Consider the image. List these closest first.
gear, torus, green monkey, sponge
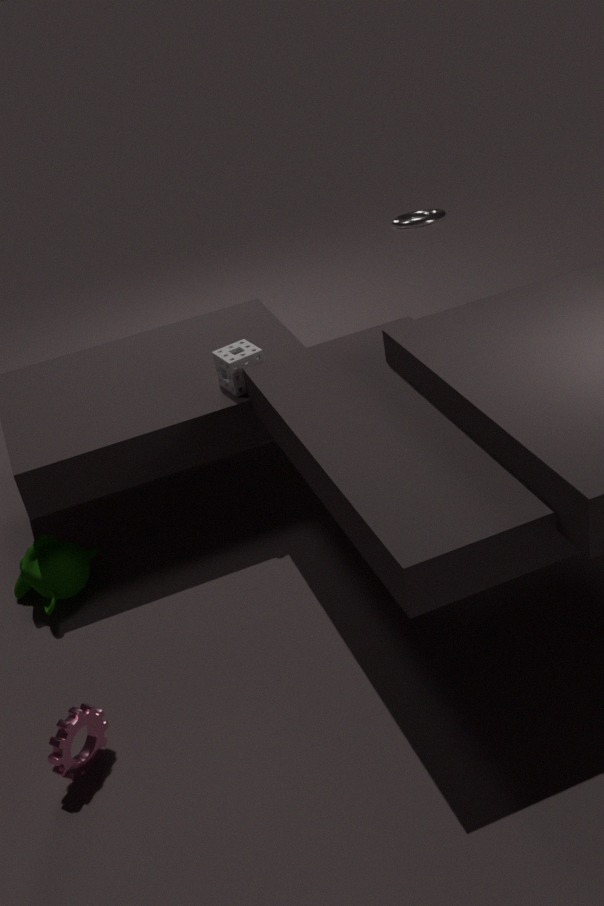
1. gear
2. green monkey
3. torus
4. sponge
